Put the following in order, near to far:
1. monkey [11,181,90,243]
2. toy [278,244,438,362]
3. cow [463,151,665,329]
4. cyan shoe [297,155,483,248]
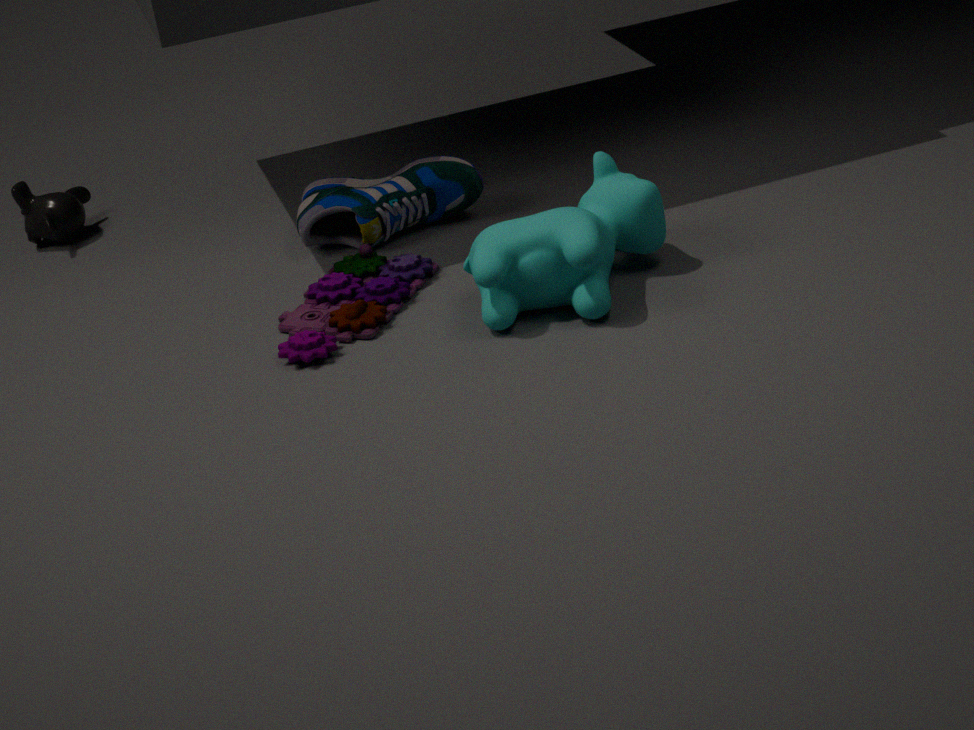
cow [463,151,665,329] → toy [278,244,438,362] → cyan shoe [297,155,483,248] → monkey [11,181,90,243]
